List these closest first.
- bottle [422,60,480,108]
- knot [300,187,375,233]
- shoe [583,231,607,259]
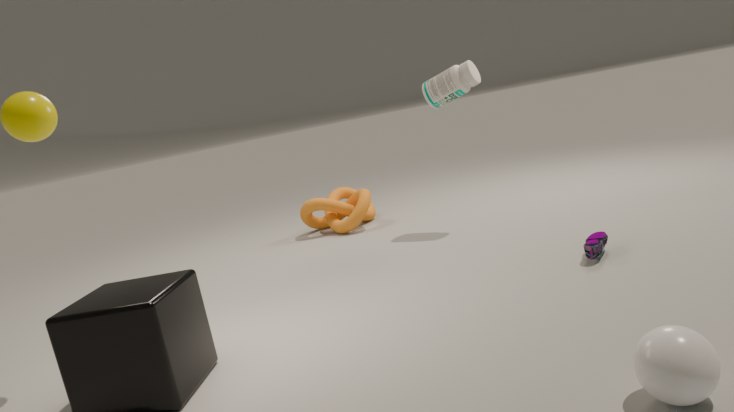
1. shoe [583,231,607,259]
2. bottle [422,60,480,108]
3. knot [300,187,375,233]
